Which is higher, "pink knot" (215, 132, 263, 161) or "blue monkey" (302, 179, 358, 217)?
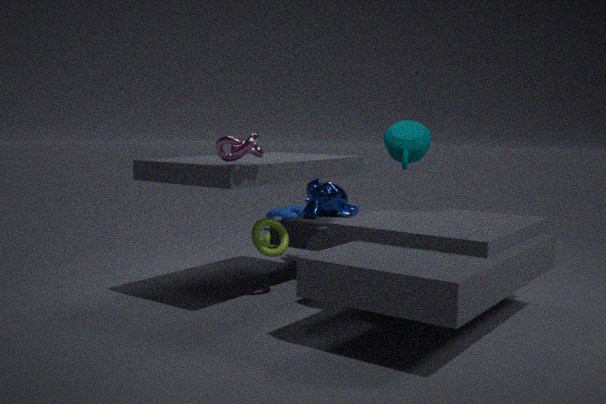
"pink knot" (215, 132, 263, 161)
